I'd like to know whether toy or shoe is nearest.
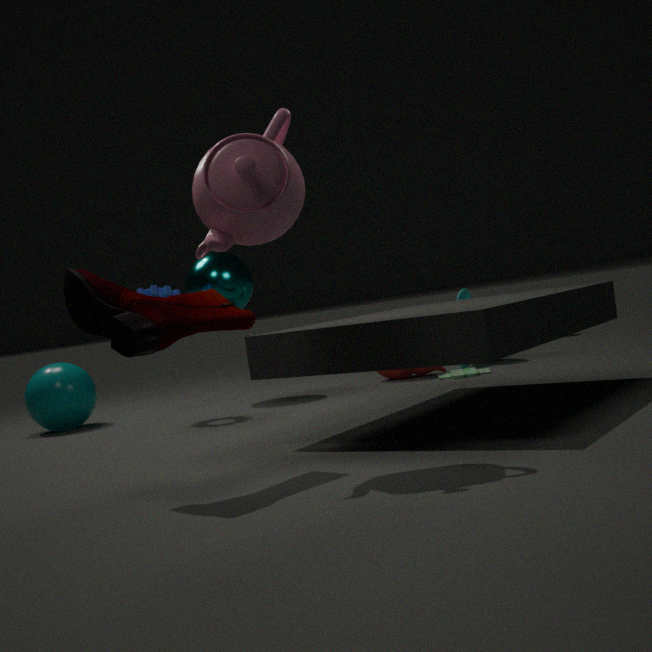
shoe
